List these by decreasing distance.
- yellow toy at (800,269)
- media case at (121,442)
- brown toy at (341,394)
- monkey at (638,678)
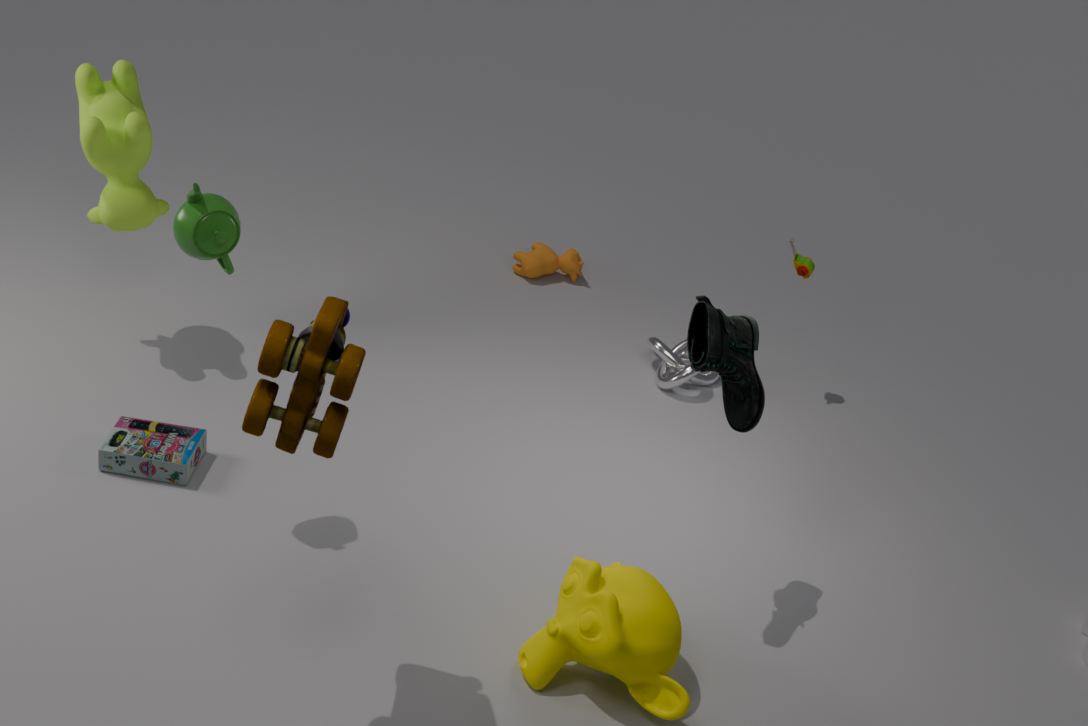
yellow toy at (800,269) < media case at (121,442) < monkey at (638,678) < brown toy at (341,394)
